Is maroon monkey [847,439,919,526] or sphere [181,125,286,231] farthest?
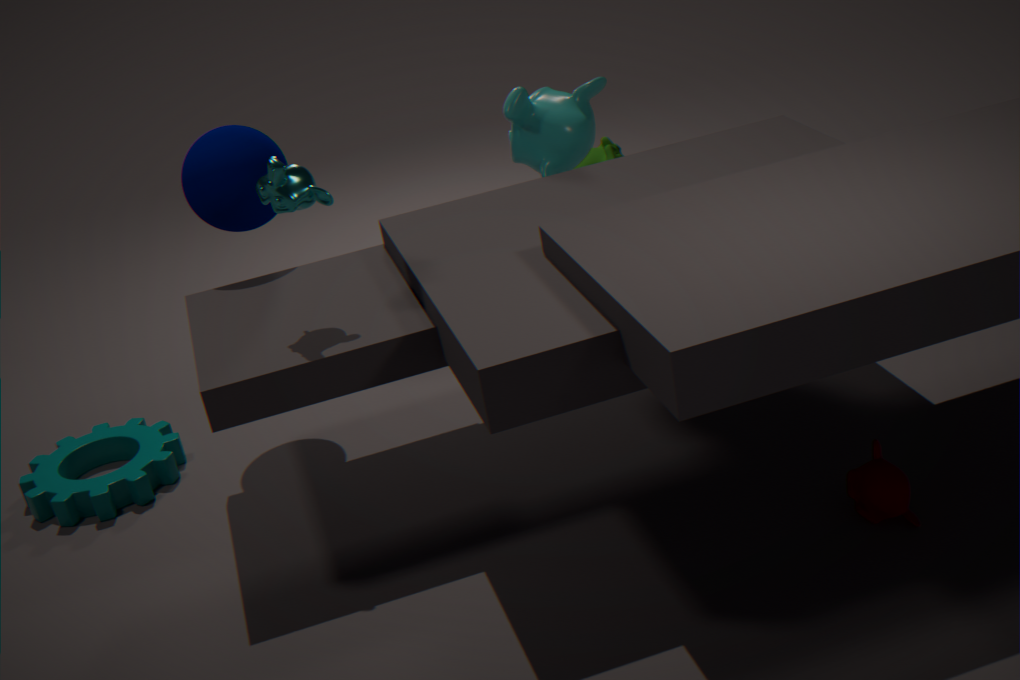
sphere [181,125,286,231]
